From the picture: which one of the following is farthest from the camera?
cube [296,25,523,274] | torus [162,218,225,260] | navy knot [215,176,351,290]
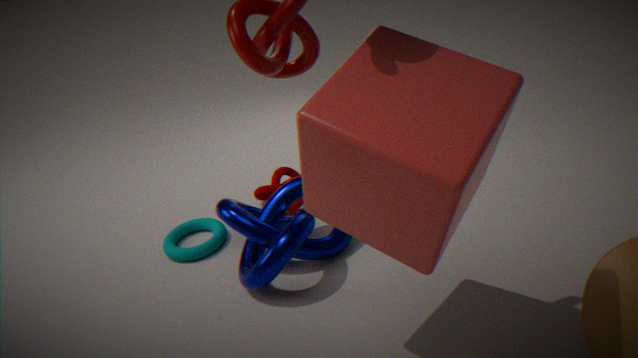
torus [162,218,225,260]
